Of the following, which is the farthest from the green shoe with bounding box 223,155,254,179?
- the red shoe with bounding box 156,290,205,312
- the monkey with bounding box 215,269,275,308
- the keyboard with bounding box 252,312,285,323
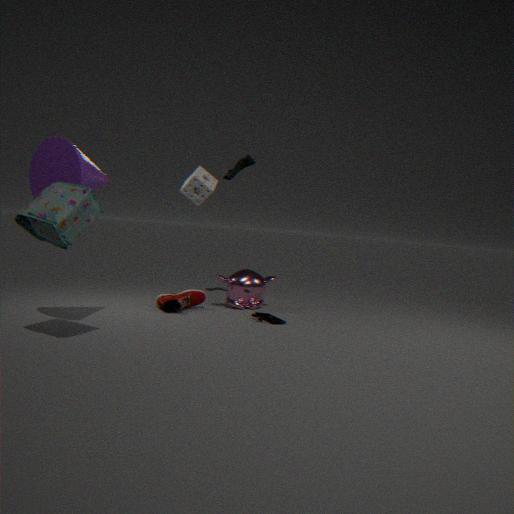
the keyboard with bounding box 252,312,285,323
